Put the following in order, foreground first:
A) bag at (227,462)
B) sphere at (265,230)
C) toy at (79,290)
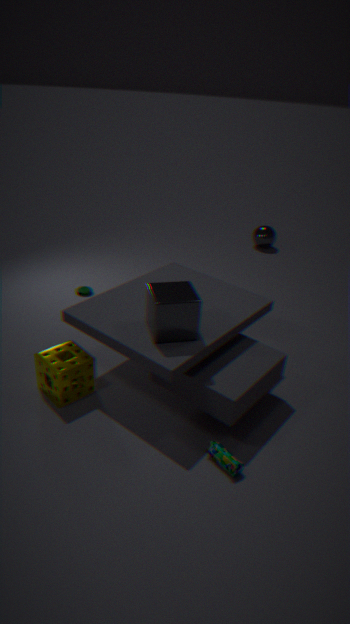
bag at (227,462), toy at (79,290), sphere at (265,230)
